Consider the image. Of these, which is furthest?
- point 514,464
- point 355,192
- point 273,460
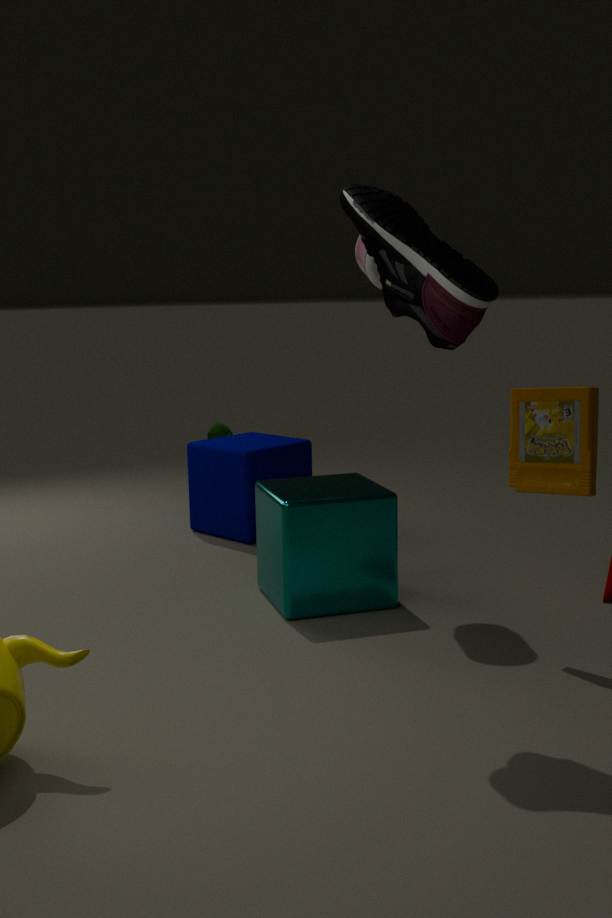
point 273,460
